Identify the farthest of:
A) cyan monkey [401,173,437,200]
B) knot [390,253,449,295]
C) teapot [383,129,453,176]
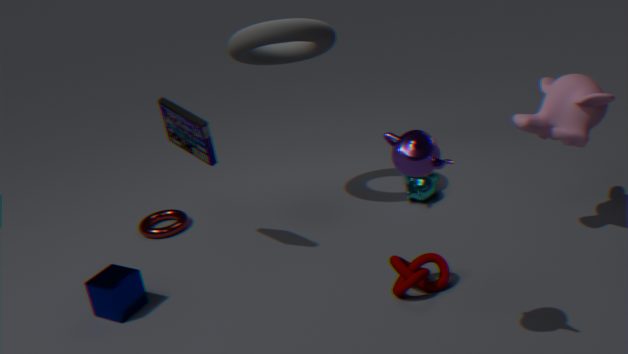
cyan monkey [401,173,437,200]
